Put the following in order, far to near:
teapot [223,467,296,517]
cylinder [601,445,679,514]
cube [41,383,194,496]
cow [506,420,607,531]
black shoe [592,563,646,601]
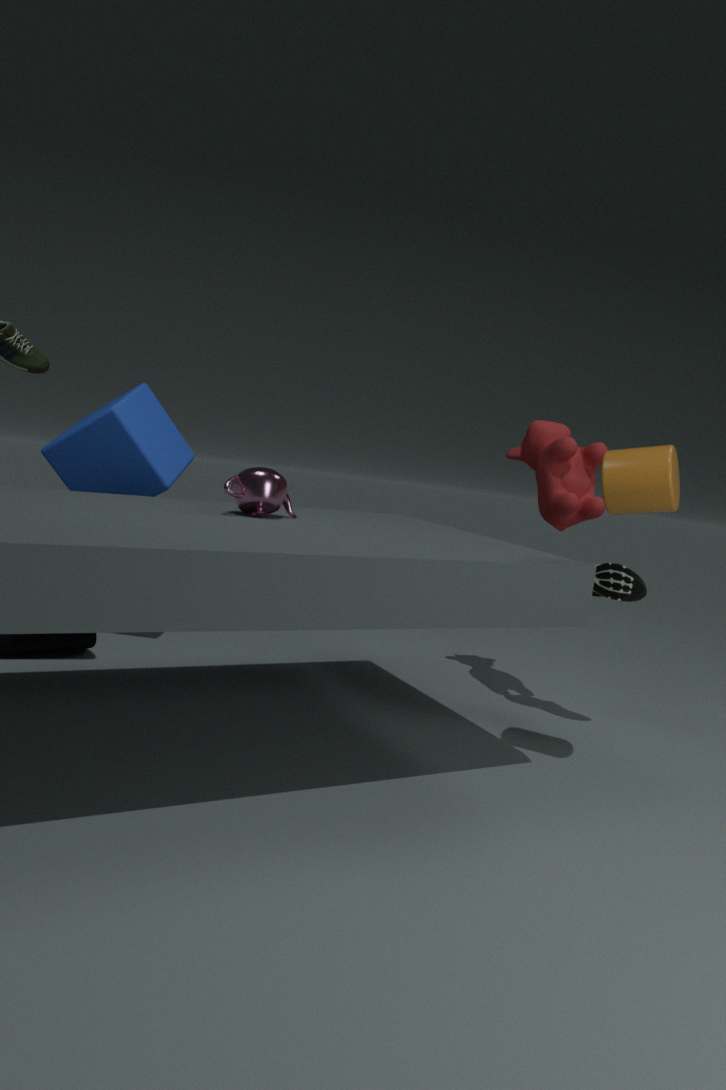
1. cube [41,383,194,496]
2. cow [506,420,607,531]
3. black shoe [592,563,646,601]
4. teapot [223,467,296,517]
5. cylinder [601,445,679,514]
